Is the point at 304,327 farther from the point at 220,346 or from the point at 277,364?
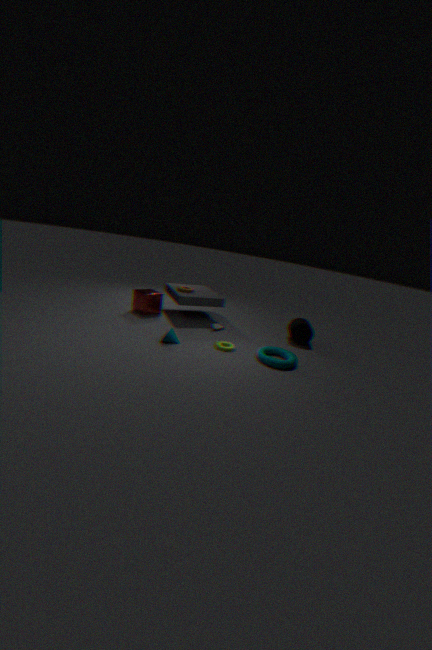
the point at 220,346
